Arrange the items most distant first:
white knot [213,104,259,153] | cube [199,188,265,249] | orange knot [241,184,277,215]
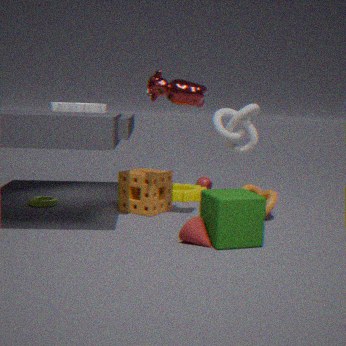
white knot [213,104,259,153]
orange knot [241,184,277,215]
cube [199,188,265,249]
